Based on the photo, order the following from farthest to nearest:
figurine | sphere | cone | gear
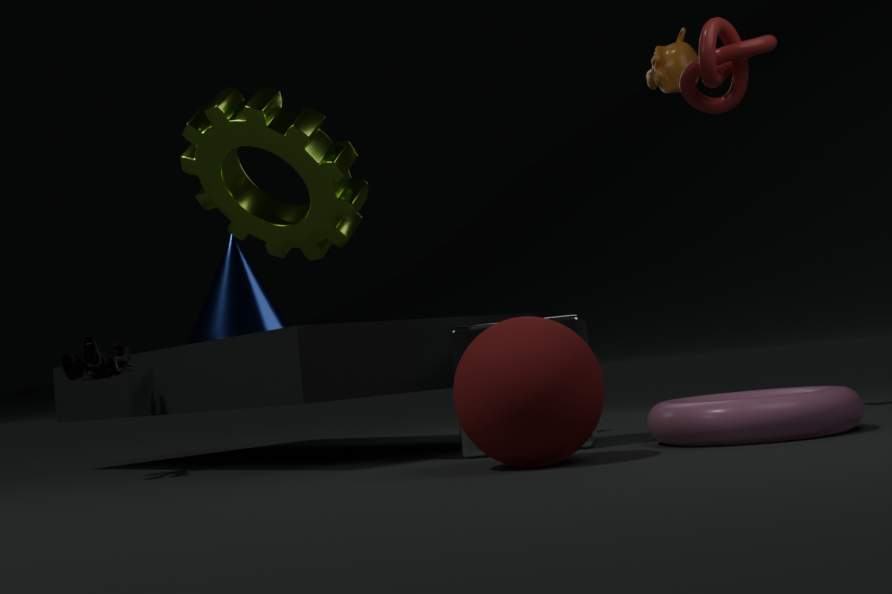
cone
figurine
gear
sphere
